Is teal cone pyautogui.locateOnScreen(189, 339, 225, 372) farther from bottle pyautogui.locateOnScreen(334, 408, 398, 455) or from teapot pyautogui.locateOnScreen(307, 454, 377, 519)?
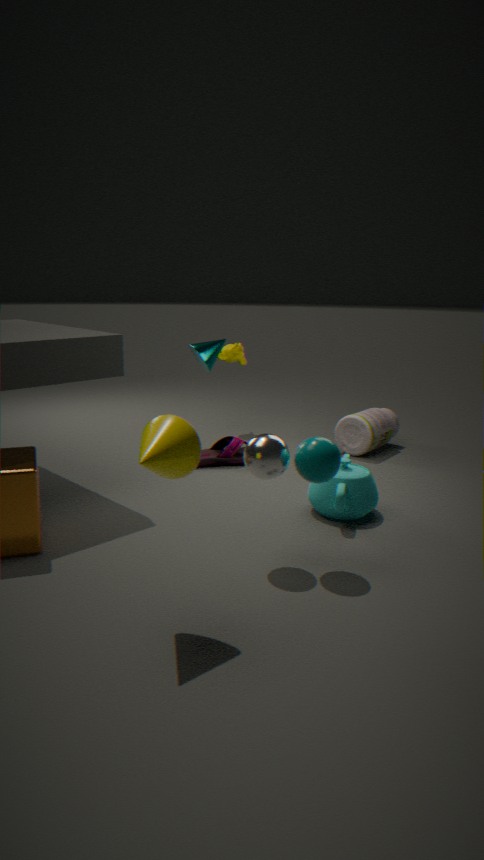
teapot pyautogui.locateOnScreen(307, 454, 377, 519)
